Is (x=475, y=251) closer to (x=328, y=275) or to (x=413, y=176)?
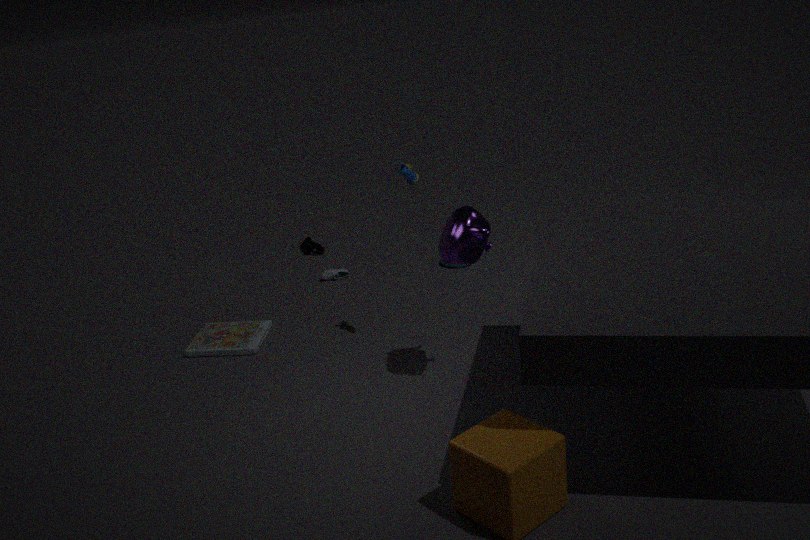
(x=413, y=176)
